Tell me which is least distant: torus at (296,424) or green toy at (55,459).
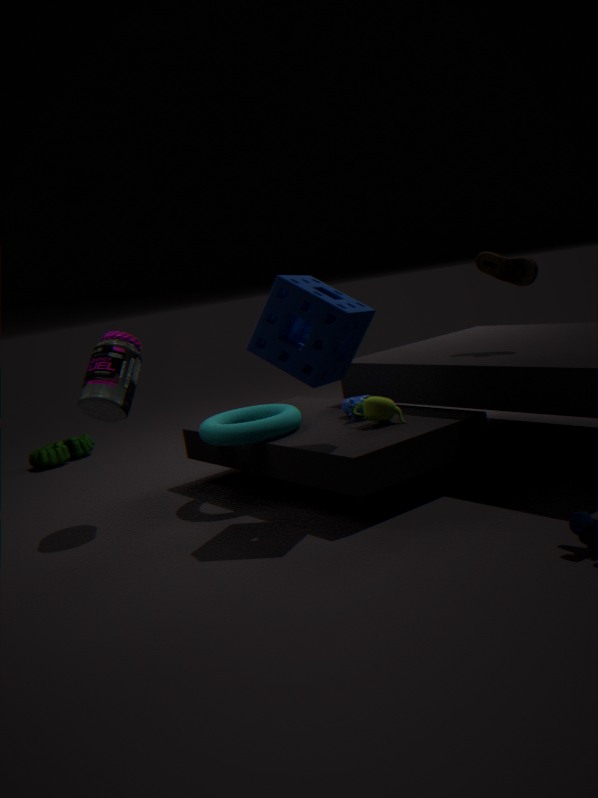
torus at (296,424)
